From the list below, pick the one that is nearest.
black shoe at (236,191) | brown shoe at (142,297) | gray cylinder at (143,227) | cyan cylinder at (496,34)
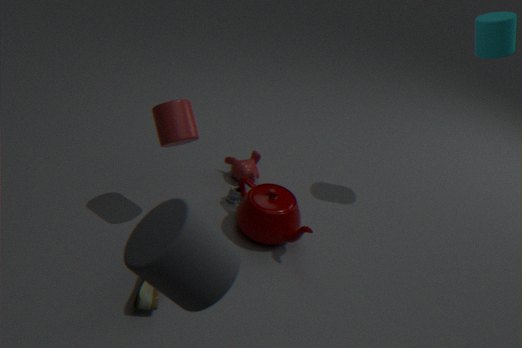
gray cylinder at (143,227)
